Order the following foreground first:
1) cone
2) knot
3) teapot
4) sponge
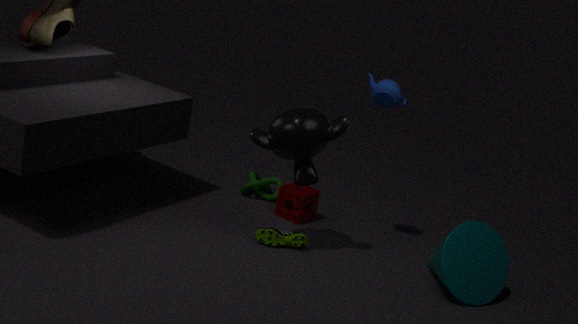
1. cone → 3. teapot → 4. sponge → 2. knot
